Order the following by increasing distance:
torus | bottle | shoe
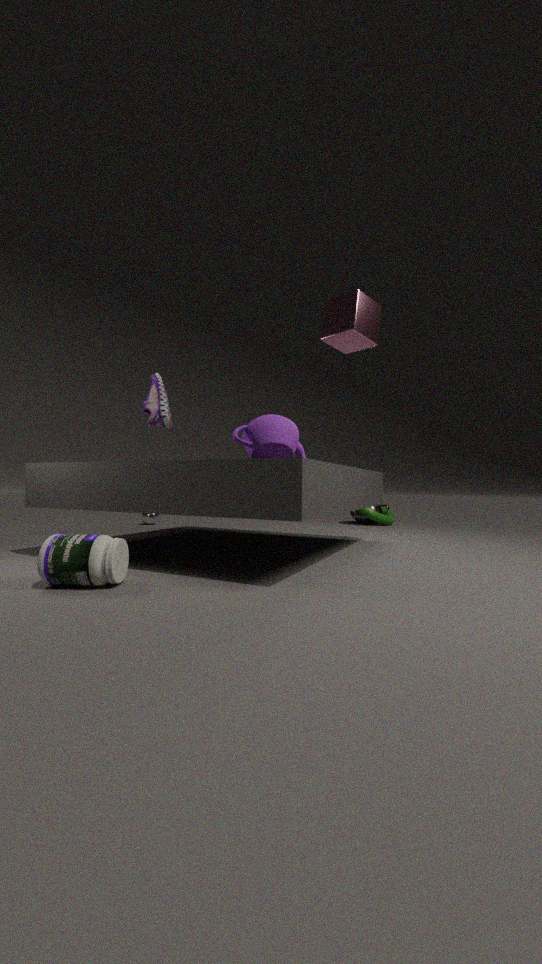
bottle, shoe, torus
